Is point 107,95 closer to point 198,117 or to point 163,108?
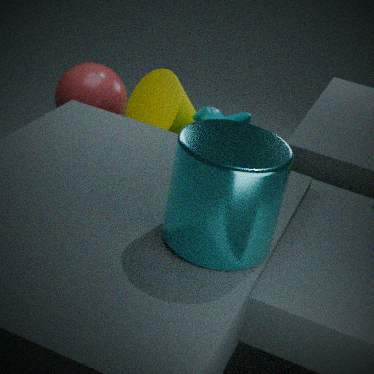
point 163,108
